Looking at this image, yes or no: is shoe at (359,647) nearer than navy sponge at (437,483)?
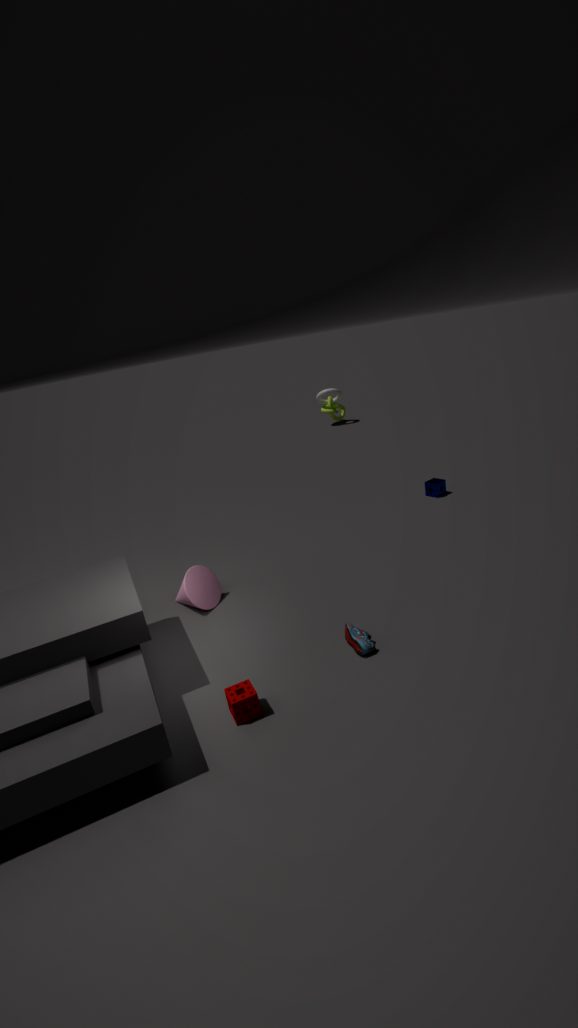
Yes
